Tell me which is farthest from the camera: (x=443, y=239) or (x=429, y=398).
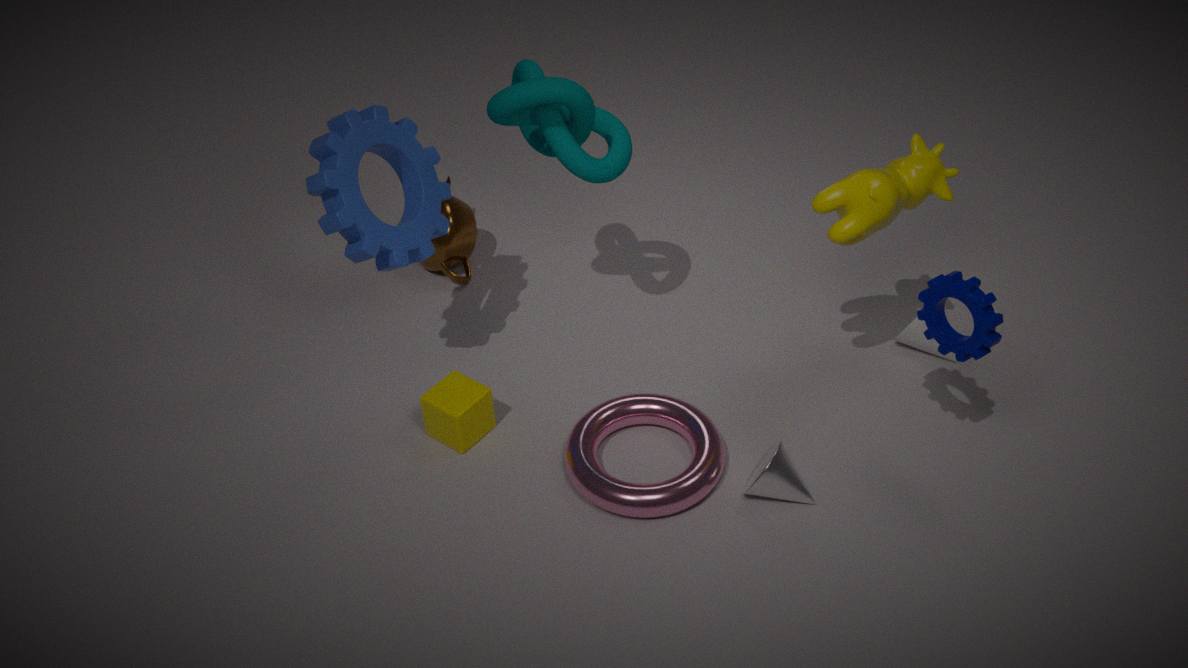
(x=443, y=239)
